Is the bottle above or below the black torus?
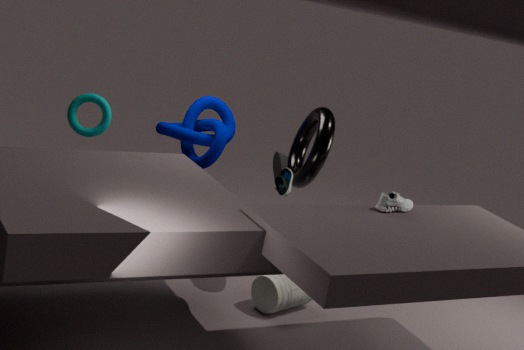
below
